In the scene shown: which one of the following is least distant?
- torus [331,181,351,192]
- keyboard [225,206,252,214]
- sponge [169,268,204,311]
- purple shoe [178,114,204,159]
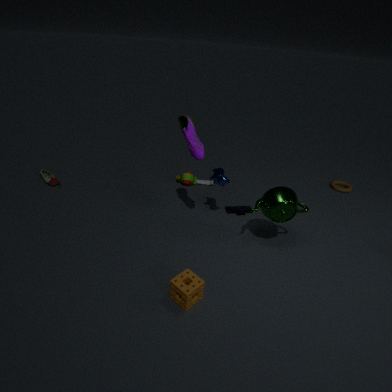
sponge [169,268,204,311]
